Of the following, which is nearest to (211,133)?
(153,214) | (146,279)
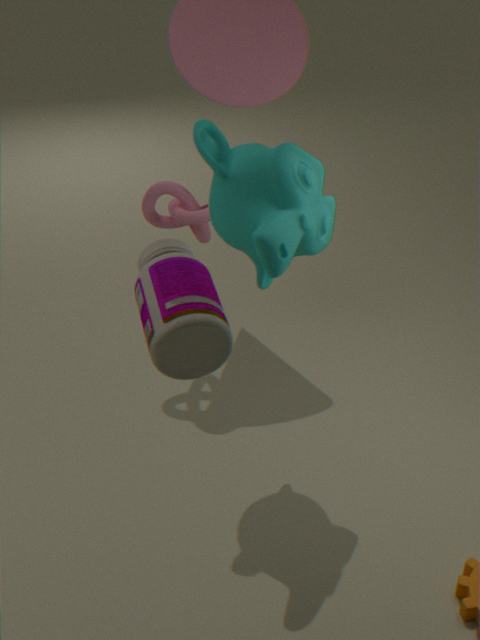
(153,214)
